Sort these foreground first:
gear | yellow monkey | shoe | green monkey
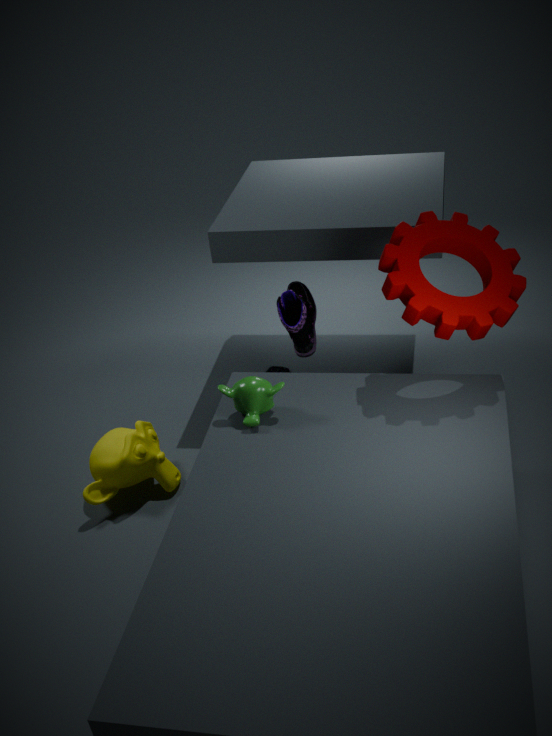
gear → green monkey → yellow monkey → shoe
